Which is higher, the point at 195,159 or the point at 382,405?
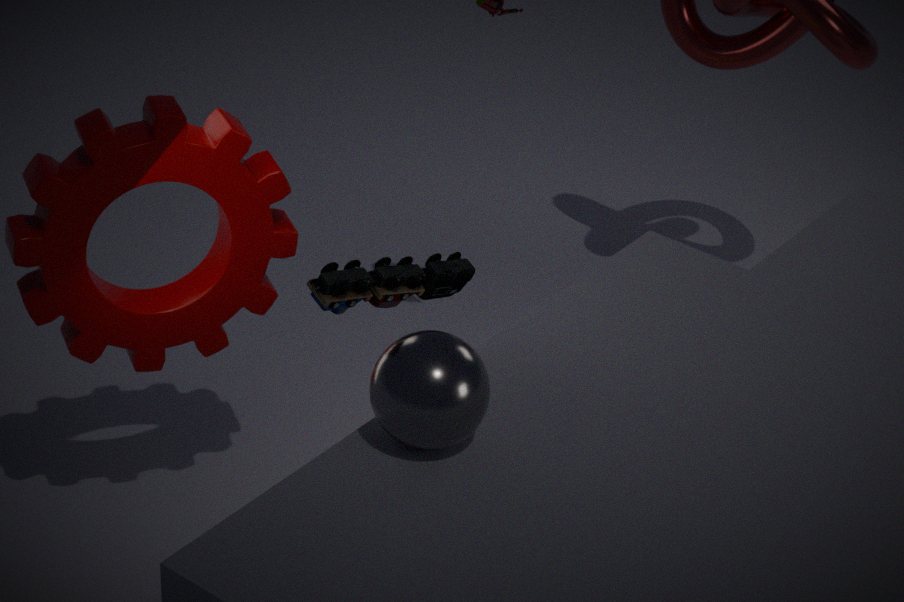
the point at 382,405
